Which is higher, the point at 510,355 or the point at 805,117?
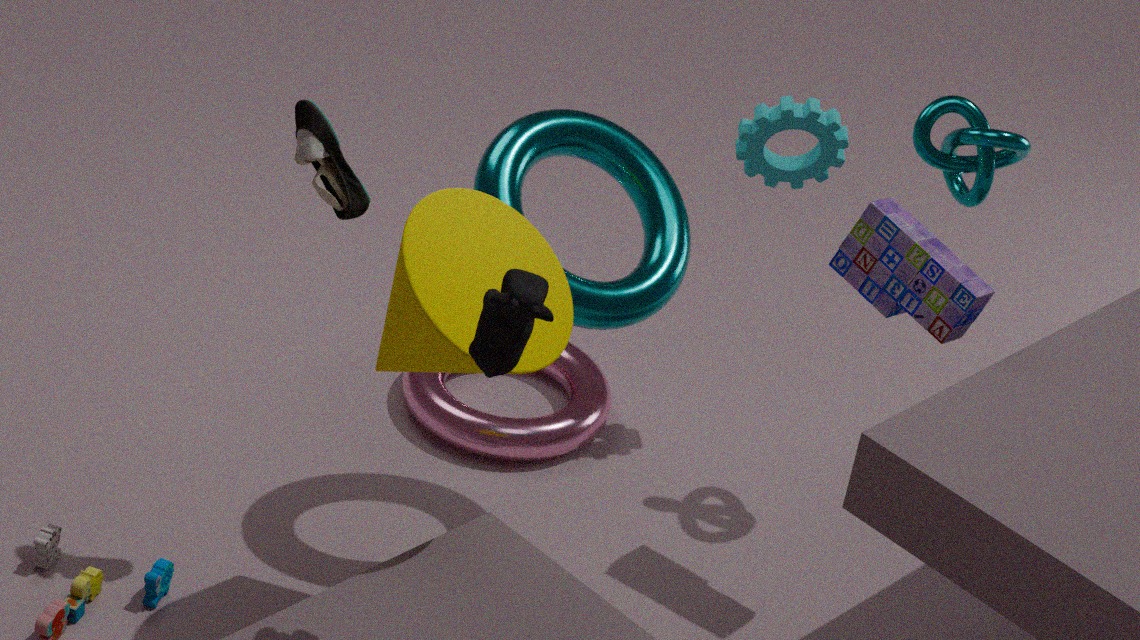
the point at 510,355
